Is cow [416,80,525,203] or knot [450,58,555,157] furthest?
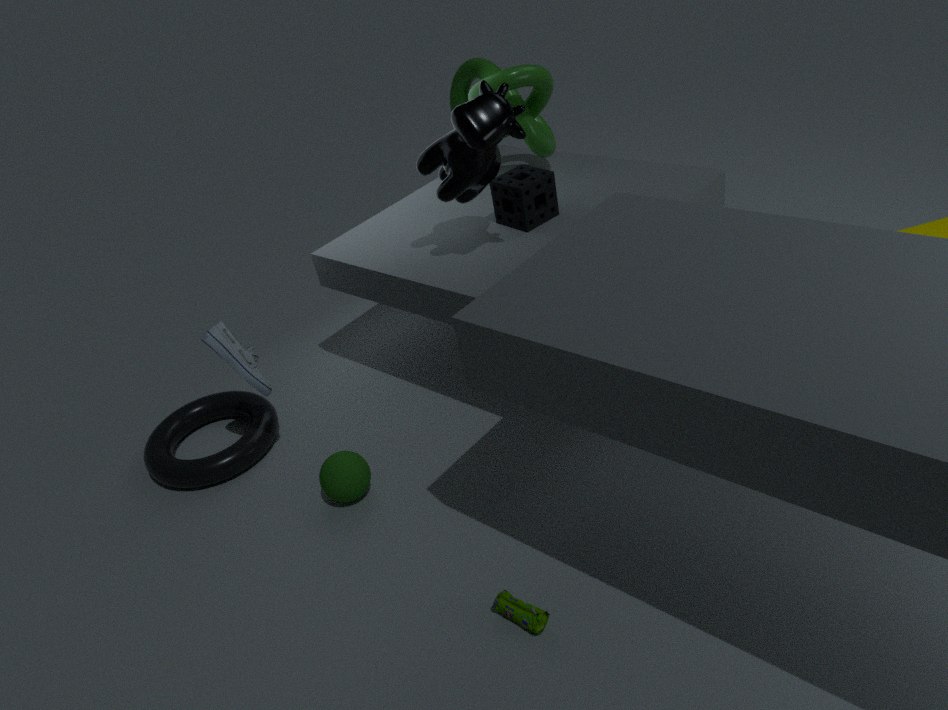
knot [450,58,555,157]
